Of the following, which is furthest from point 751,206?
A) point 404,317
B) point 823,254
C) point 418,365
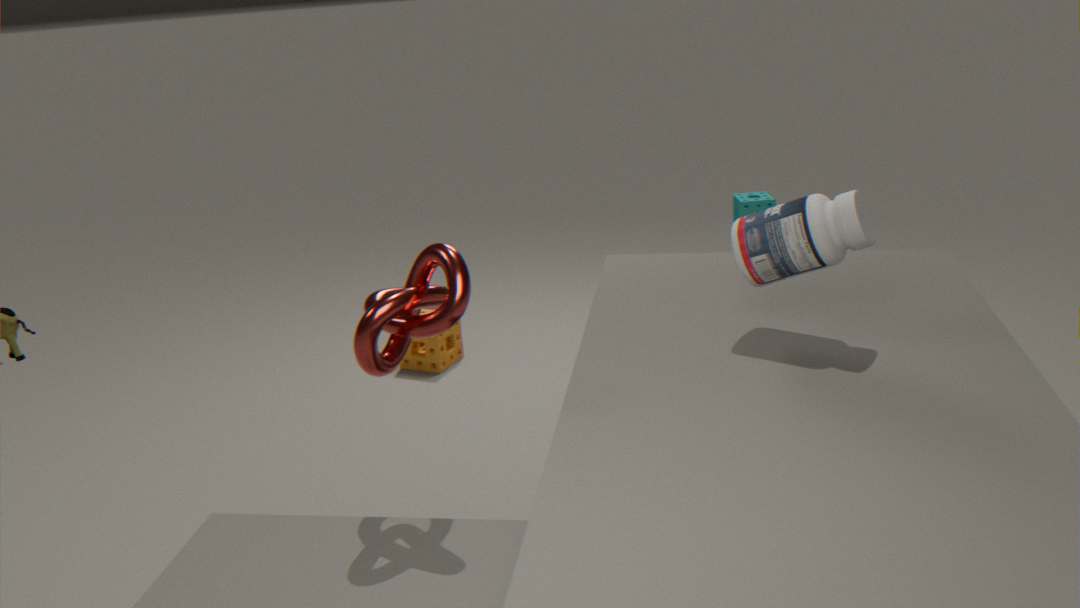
point 404,317
